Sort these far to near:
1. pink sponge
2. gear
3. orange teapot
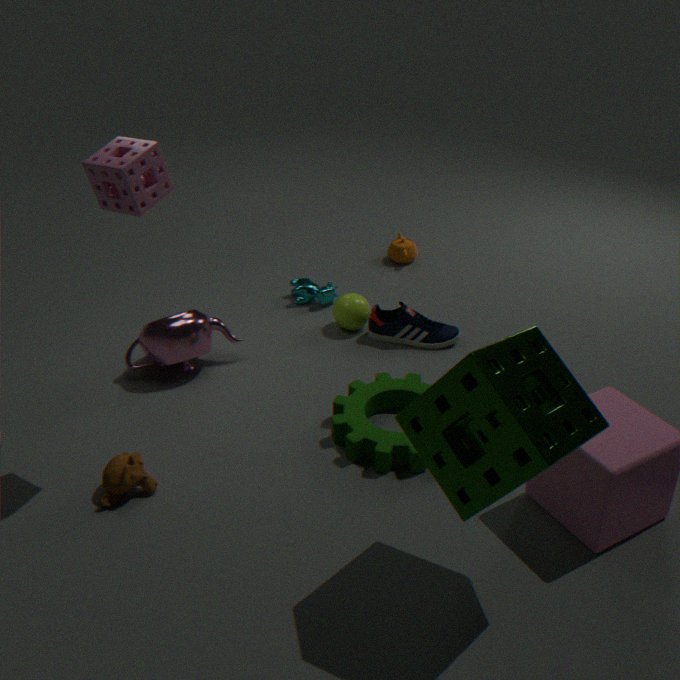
orange teapot → gear → pink sponge
